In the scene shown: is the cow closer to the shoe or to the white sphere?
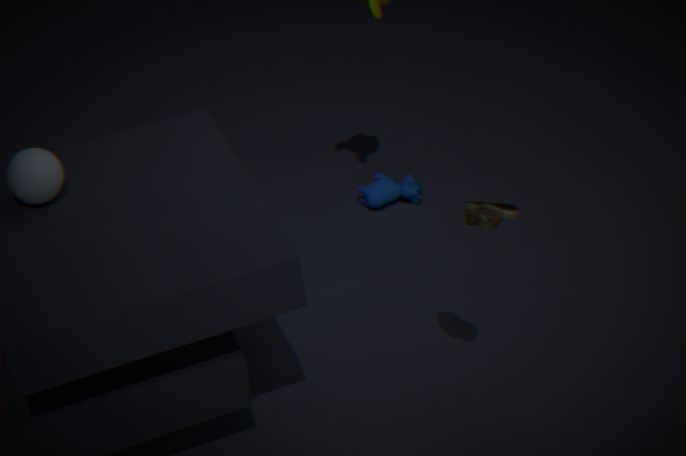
the shoe
